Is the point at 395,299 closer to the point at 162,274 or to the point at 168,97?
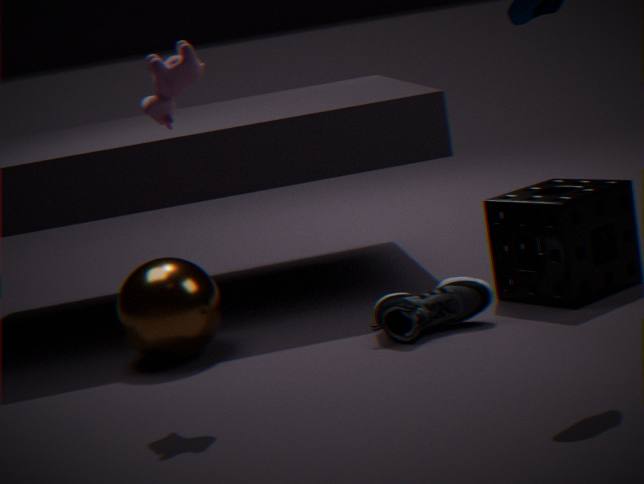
the point at 162,274
